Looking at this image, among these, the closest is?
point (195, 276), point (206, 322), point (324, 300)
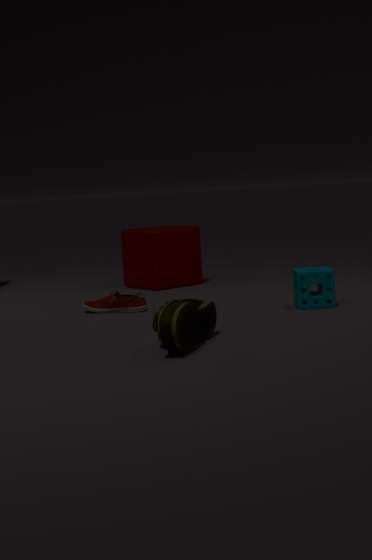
point (206, 322)
